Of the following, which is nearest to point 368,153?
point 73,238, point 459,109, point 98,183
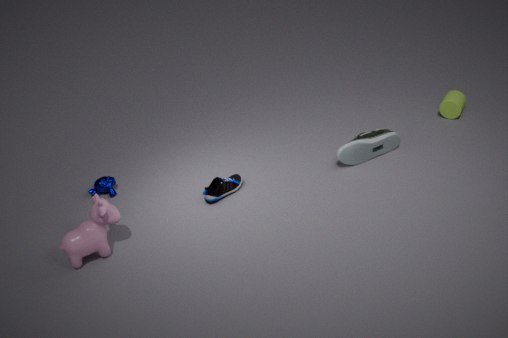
point 459,109
